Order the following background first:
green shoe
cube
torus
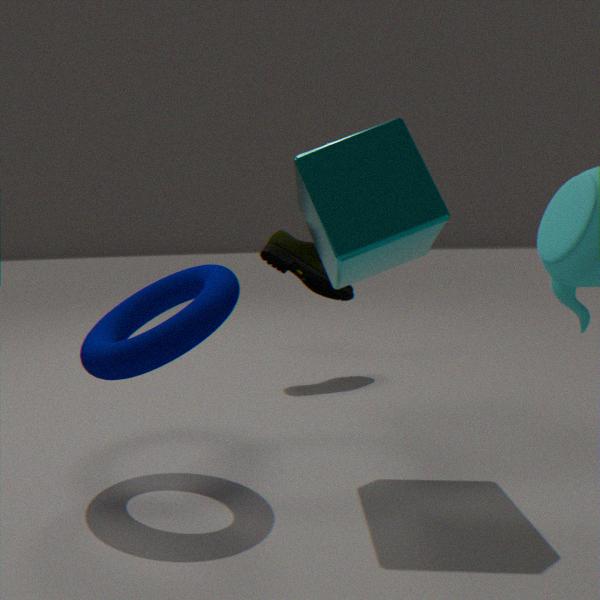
green shoe
cube
torus
